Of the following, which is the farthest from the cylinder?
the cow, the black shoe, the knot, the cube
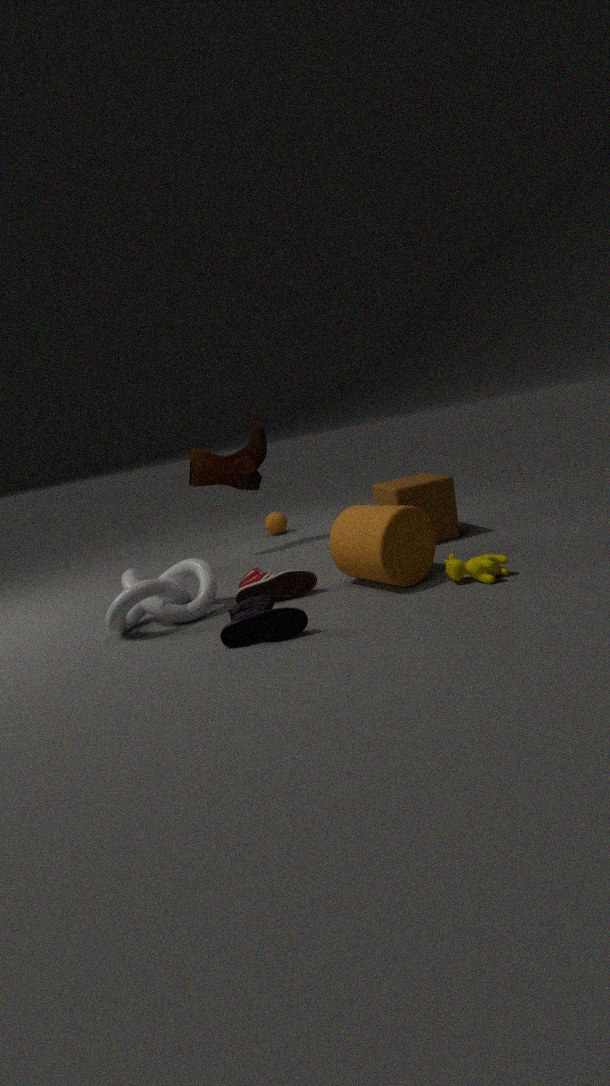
the knot
